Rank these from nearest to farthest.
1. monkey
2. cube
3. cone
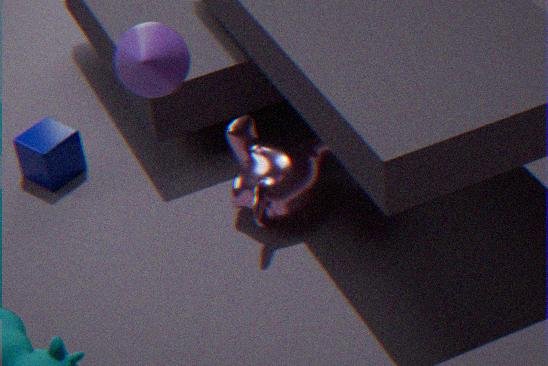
cone, monkey, cube
